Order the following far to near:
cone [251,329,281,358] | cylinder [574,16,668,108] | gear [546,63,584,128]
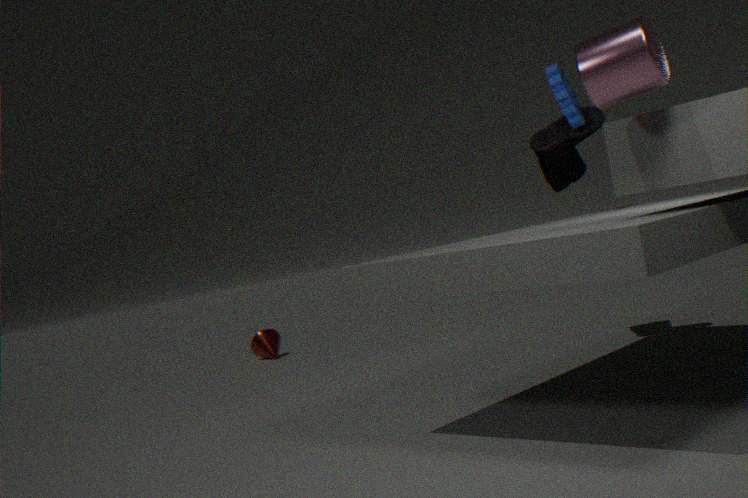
cone [251,329,281,358]
gear [546,63,584,128]
cylinder [574,16,668,108]
